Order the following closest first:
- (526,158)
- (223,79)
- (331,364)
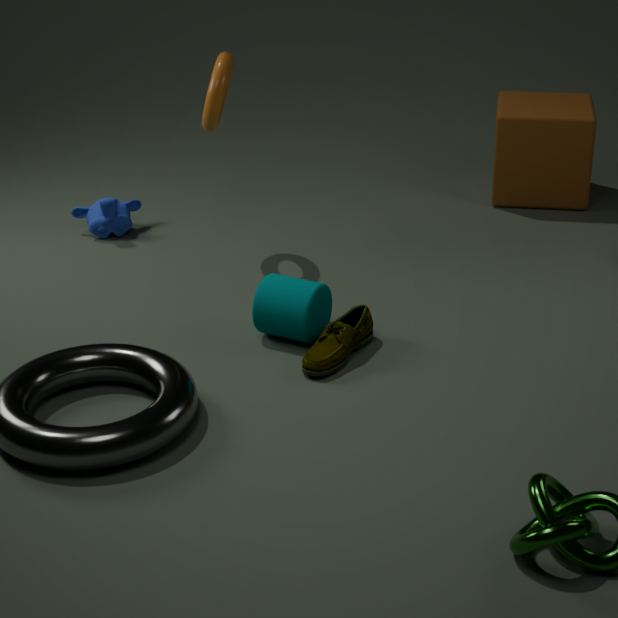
1. (331,364)
2. (223,79)
3. (526,158)
